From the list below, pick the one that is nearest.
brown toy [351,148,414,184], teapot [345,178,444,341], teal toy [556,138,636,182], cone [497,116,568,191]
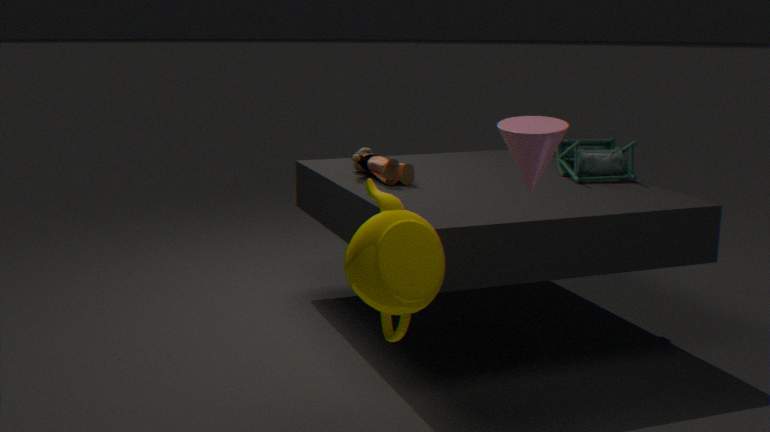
cone [497,116,568,191]
